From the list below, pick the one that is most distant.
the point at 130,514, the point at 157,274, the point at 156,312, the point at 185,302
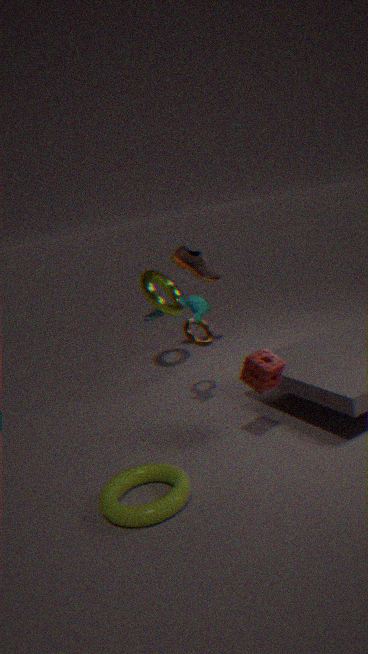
the point at 156,312
